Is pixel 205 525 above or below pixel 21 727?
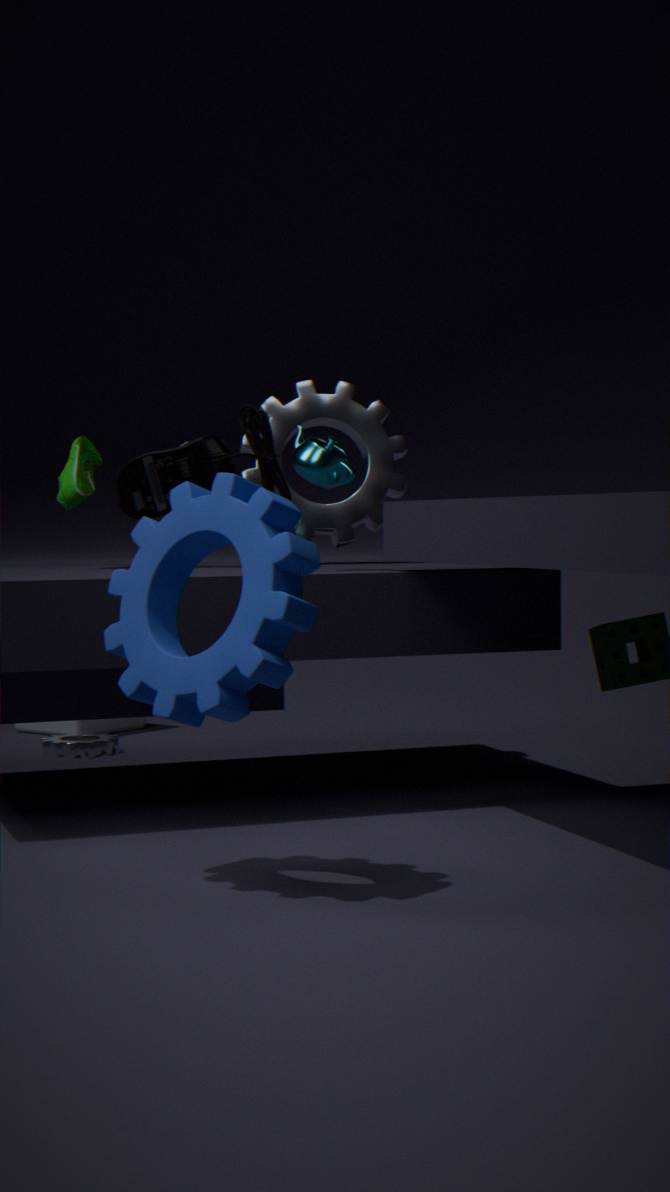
above
